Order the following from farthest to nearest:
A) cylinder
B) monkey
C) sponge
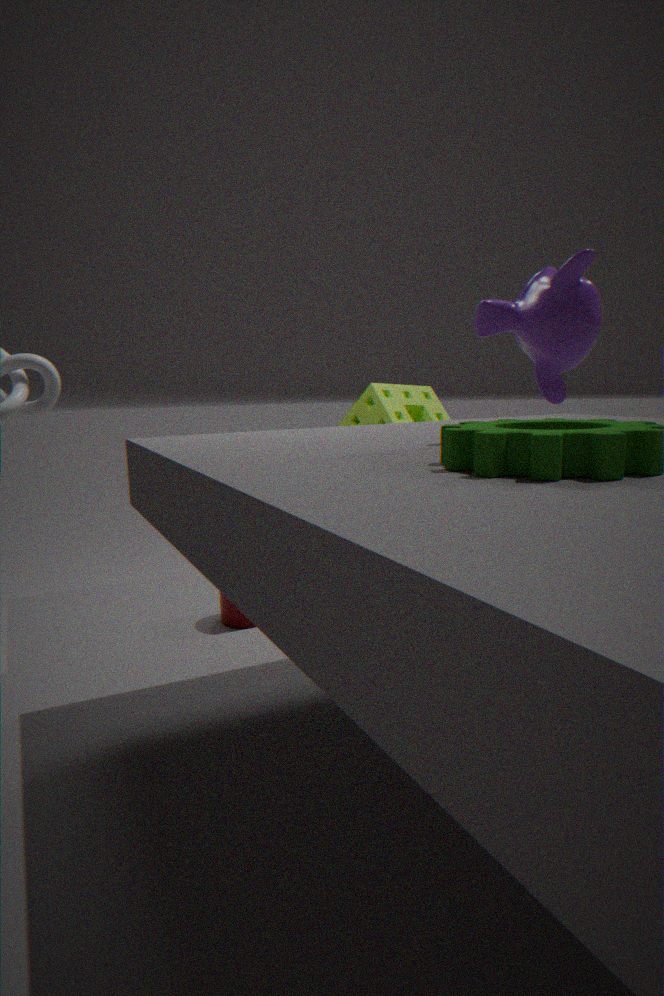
1. sponge
2. cylinder
3. monkey
